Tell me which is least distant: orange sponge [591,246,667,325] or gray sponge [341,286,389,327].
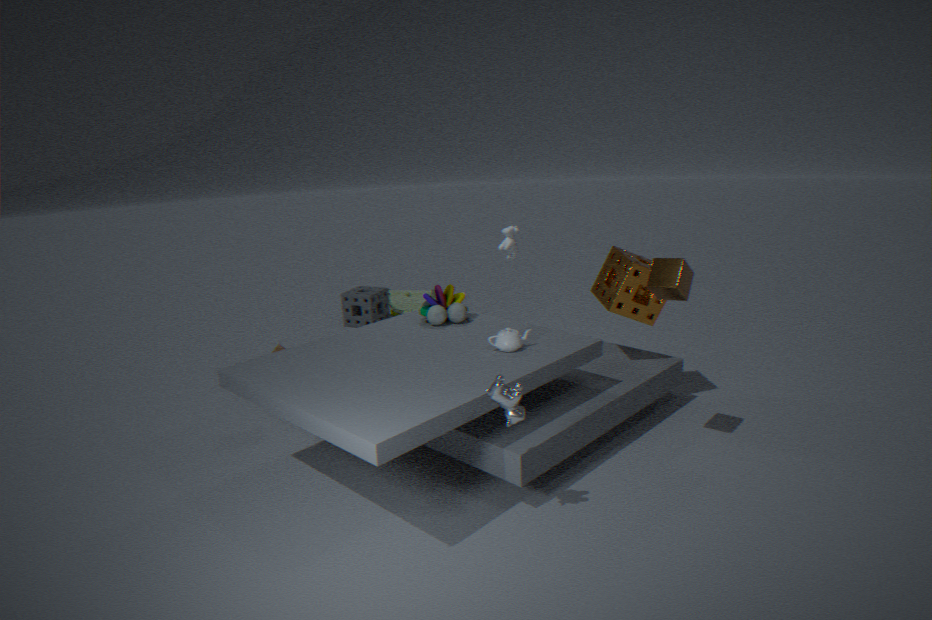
orange sponge [591,246,667,325]
